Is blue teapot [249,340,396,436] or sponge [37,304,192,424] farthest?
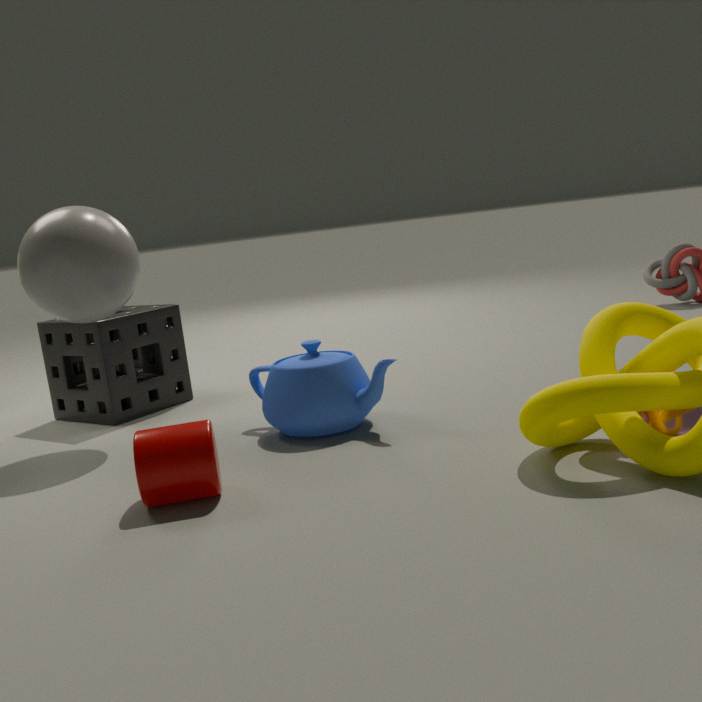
sponge [37,304,192,424]
